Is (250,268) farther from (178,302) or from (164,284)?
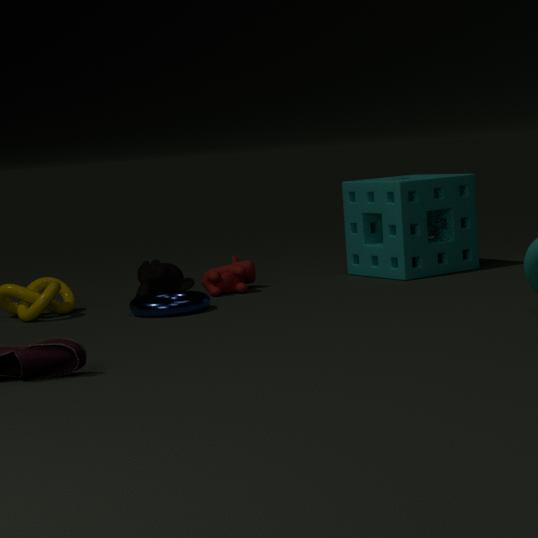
(178,302)
